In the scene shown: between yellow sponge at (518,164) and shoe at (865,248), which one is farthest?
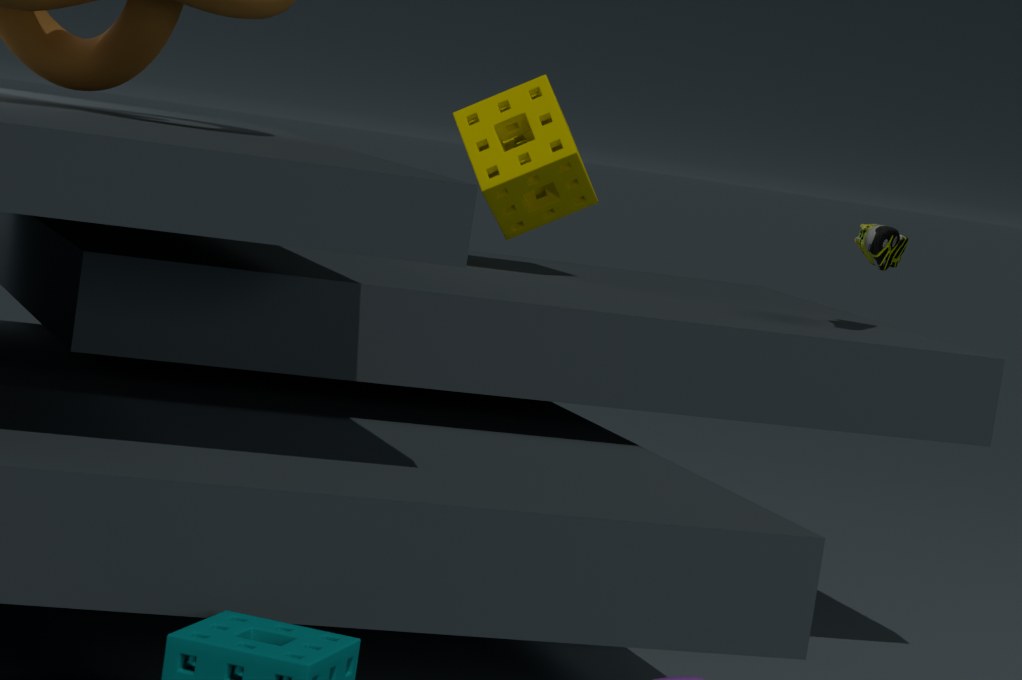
yellow sponge at (518,164)
